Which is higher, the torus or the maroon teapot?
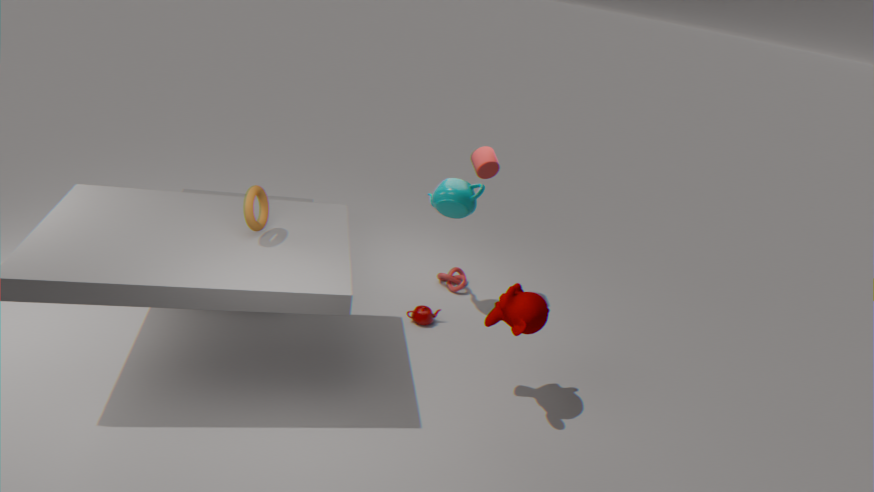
the torus
